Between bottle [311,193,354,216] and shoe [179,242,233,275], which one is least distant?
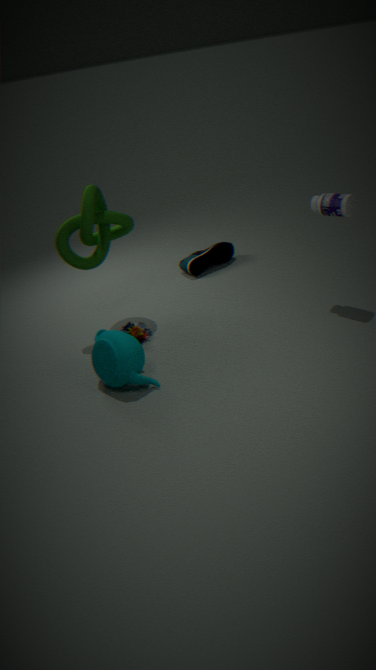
bottle [311,193,354,216]
